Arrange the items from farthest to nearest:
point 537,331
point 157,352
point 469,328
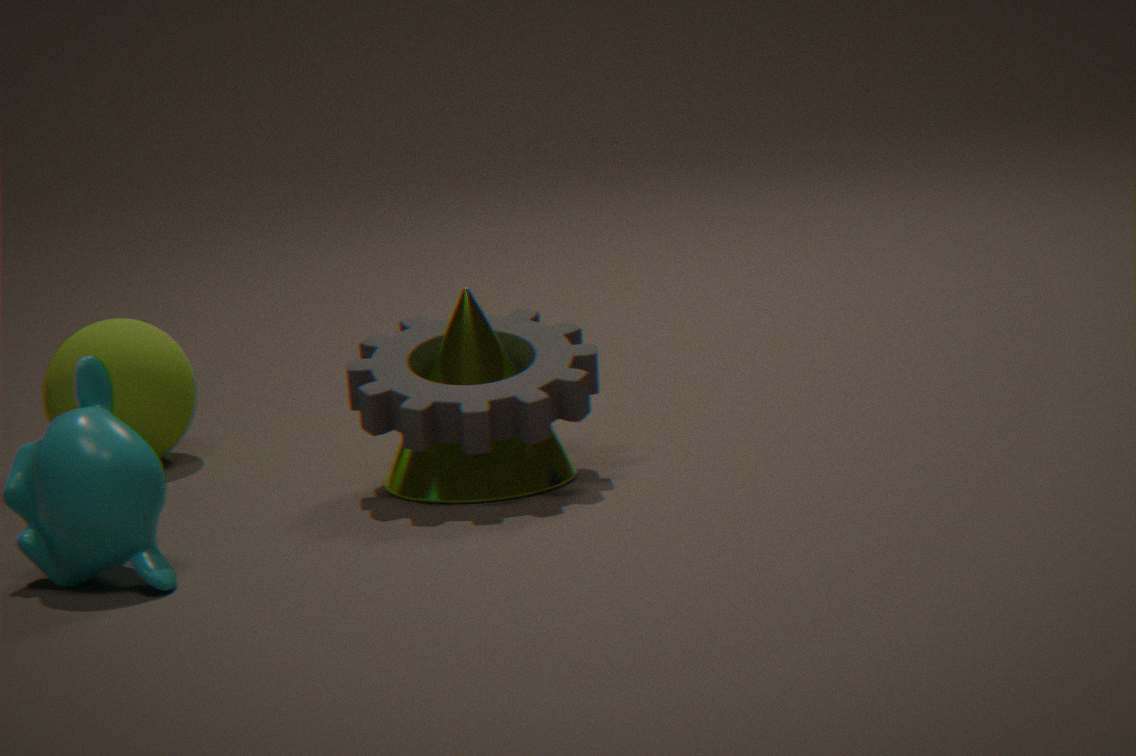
point 157,352, point 537,331, point 469,328
